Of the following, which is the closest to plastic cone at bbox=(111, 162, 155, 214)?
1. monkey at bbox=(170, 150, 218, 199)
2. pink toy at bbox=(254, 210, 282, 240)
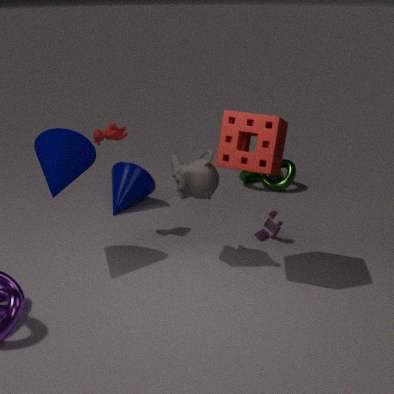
monkey at bbox=(170, 150, 218, 199)
